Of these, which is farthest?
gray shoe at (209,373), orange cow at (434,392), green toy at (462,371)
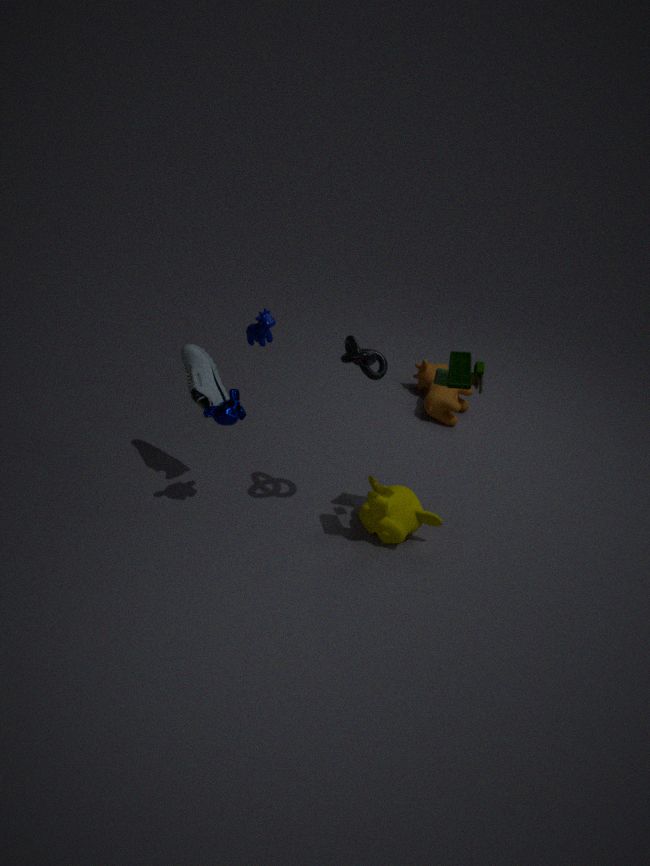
orange cow at (434,392)
